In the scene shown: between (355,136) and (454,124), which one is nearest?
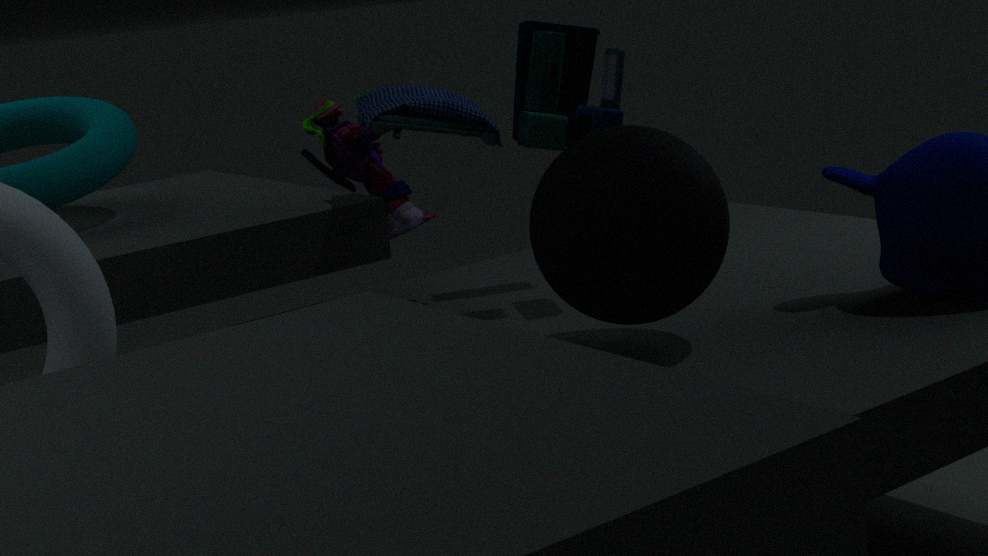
(454,124)
